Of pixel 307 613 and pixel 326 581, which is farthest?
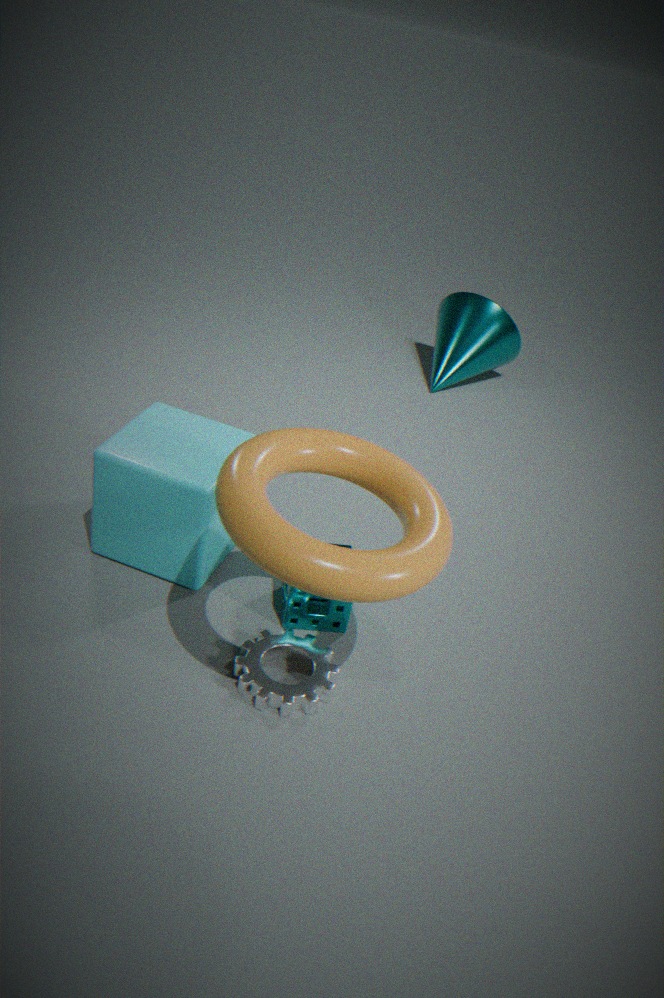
pixel 307 613
